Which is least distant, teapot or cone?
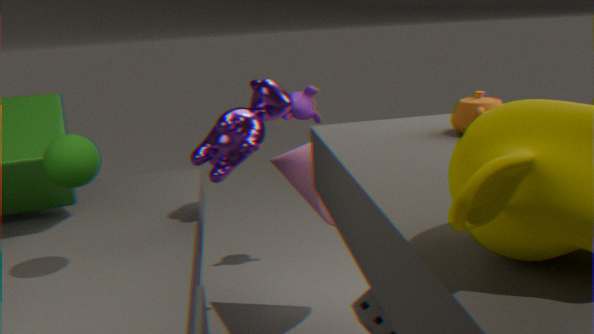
teapot
